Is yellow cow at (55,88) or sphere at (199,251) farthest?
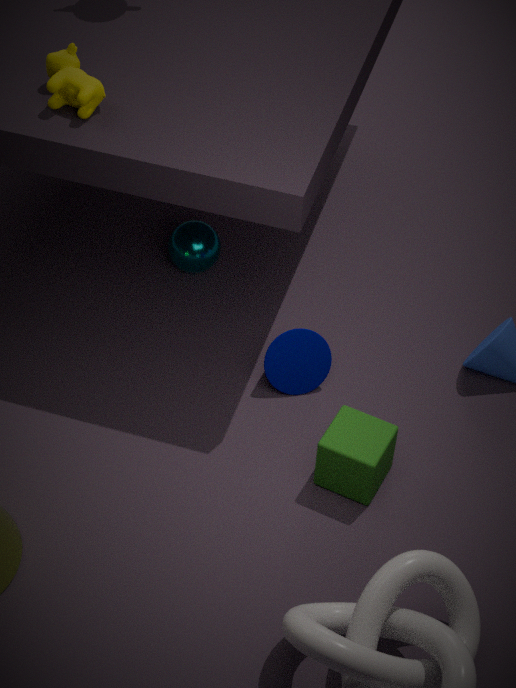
sphere at (199,251)
